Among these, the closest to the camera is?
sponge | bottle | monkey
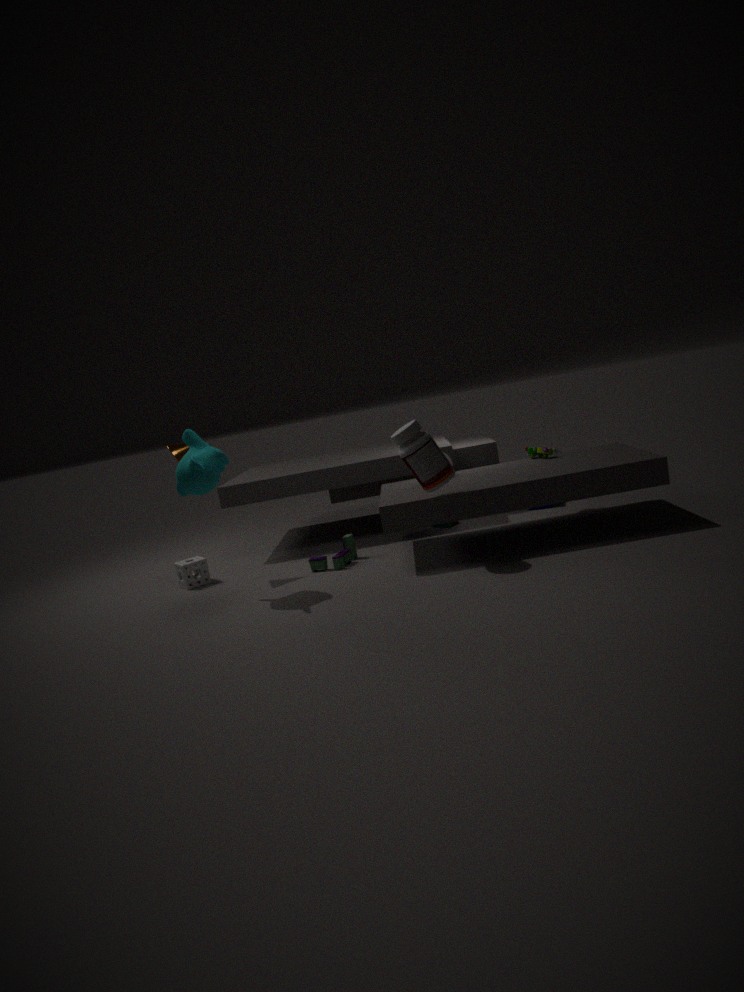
bottle
